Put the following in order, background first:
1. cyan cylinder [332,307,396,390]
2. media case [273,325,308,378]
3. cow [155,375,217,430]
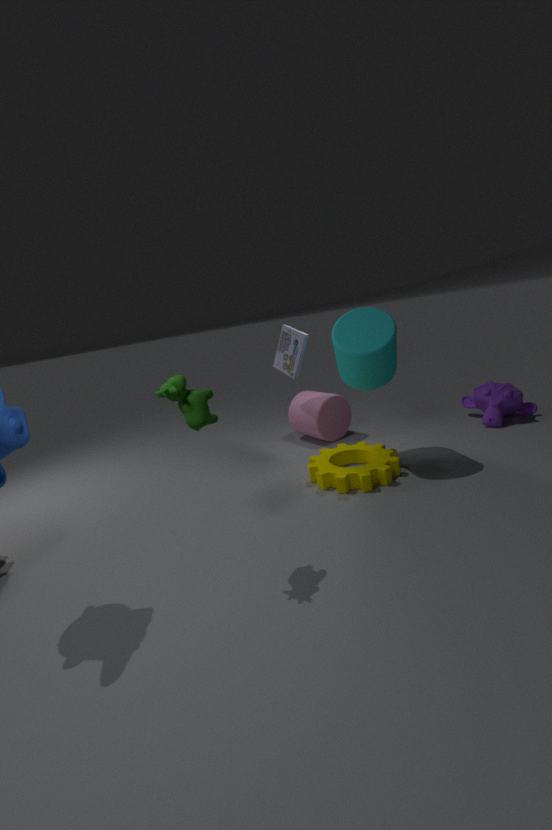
media case [273,325,308,378] → cyan cylinder [332,307,396,390] → cow [155,375,217,430]
